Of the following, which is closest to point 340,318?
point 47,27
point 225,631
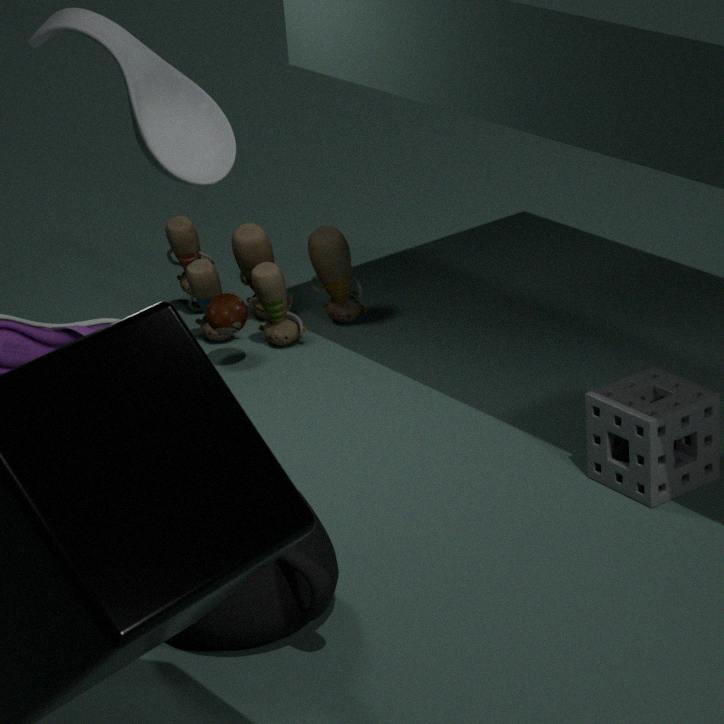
point 225,631
